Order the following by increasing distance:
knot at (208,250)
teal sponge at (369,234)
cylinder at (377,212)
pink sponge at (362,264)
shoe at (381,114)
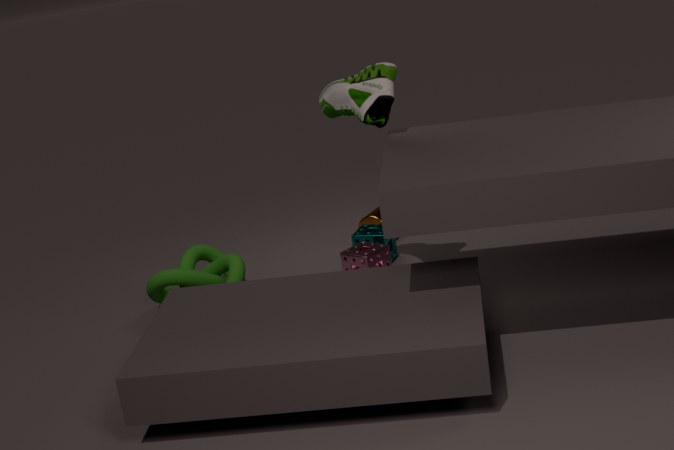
1. shoe at (381,114)
2. knot at (208,250)
3. pink sponge at (362,264)
4. teal sponge at (369,234)
5. cylinder at (377,212)
